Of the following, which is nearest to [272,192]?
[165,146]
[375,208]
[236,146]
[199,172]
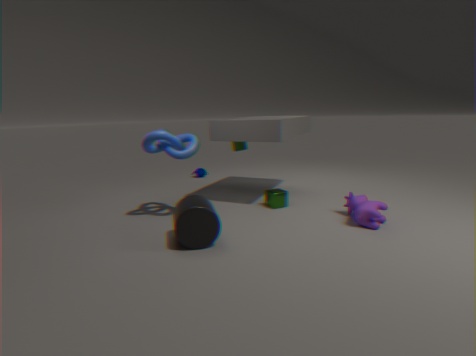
[375,208]
